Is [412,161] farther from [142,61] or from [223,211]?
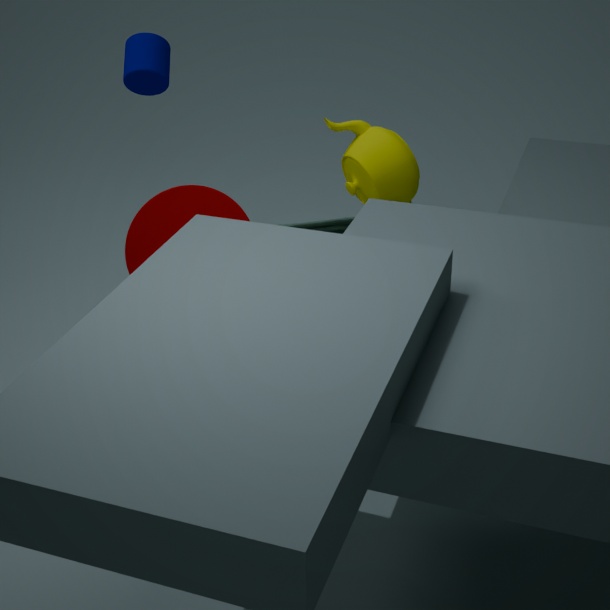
[142,61]
